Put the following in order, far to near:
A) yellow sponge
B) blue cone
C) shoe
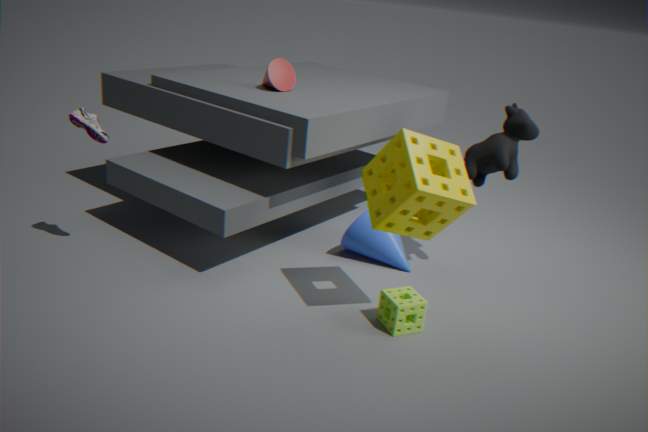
blue cone < shoe < yellow sponge
